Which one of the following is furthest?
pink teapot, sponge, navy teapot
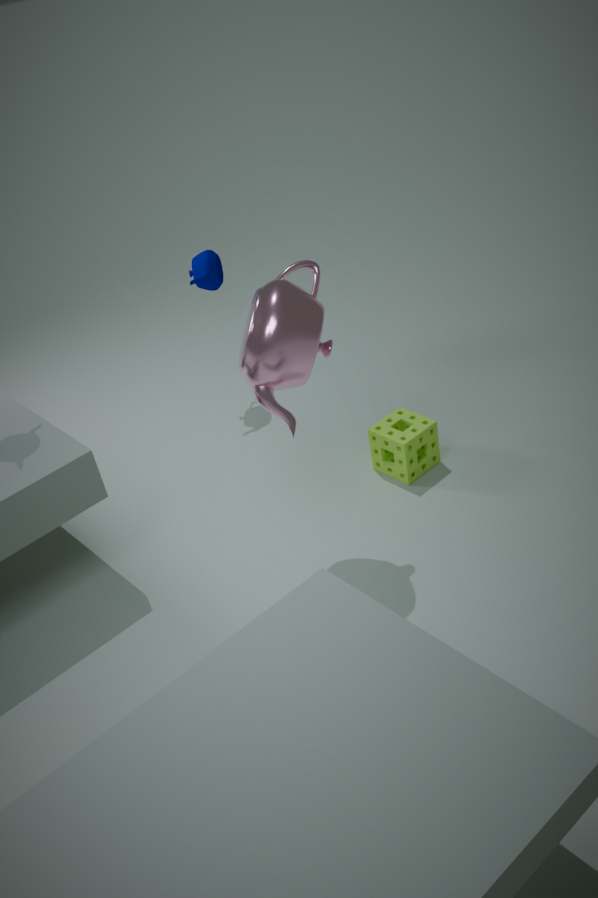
navy teapot
